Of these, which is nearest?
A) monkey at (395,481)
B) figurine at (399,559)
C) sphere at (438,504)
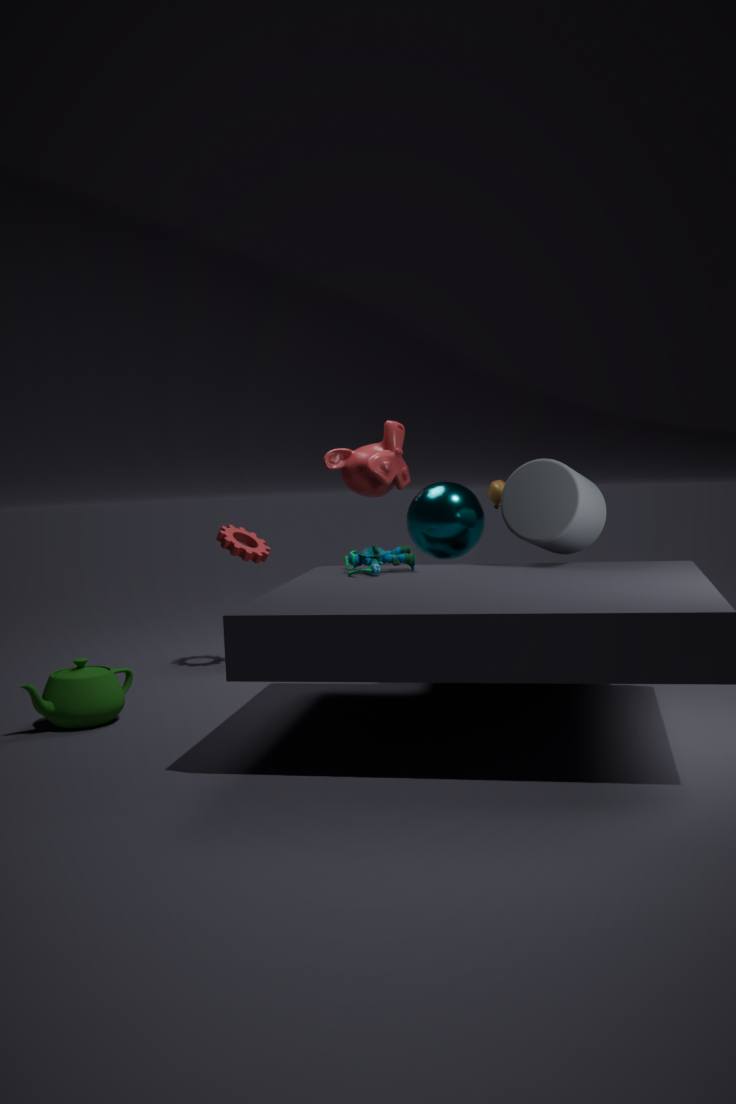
figurine at (399,559)
